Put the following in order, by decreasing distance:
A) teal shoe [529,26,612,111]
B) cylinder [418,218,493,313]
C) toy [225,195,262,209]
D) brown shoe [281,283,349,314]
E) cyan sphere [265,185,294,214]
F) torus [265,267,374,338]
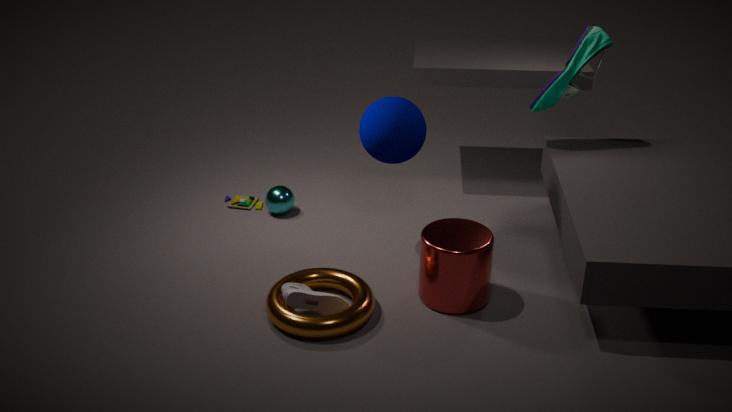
toy [225,195,262,209], cyan sphere [265,185,294,214], teal shoe [529,26,612,111], cylinder [418,218,493,313], brown shoe [281,283,349,314], torus [265,267,374,338]
